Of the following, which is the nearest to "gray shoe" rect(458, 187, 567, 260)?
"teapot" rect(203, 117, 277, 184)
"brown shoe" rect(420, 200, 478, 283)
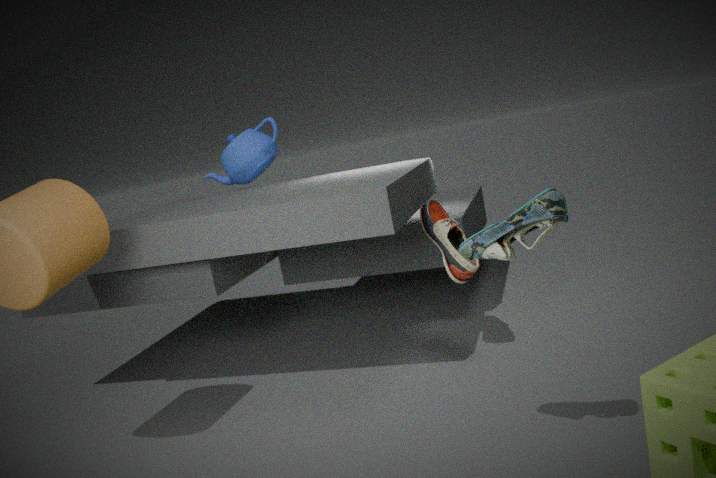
"brown shoe" rect(420, 200, 478, 283)
